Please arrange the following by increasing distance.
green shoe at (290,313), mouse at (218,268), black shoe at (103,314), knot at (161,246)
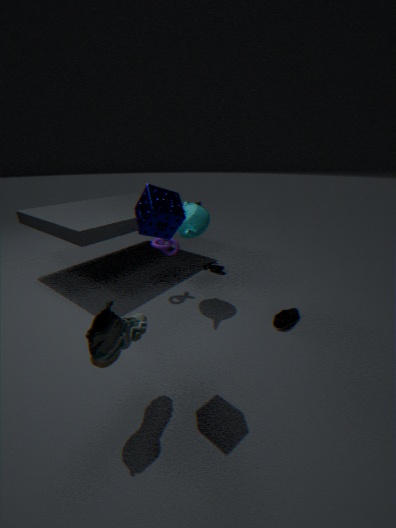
black shoe at (103,314)
green shoe at (290,313)
knot at (161,246)
mouse at (218,268)
